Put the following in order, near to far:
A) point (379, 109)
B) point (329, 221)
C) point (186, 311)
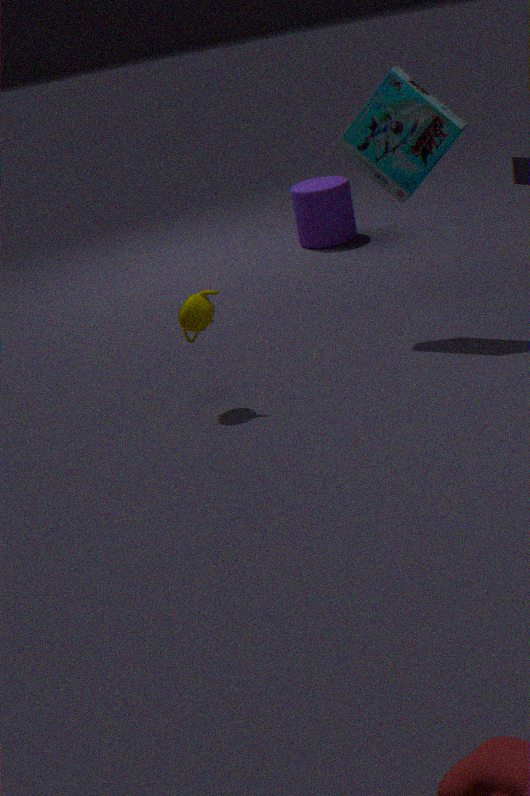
point (186, 311)
point (379, 109)
point (329, 221)
